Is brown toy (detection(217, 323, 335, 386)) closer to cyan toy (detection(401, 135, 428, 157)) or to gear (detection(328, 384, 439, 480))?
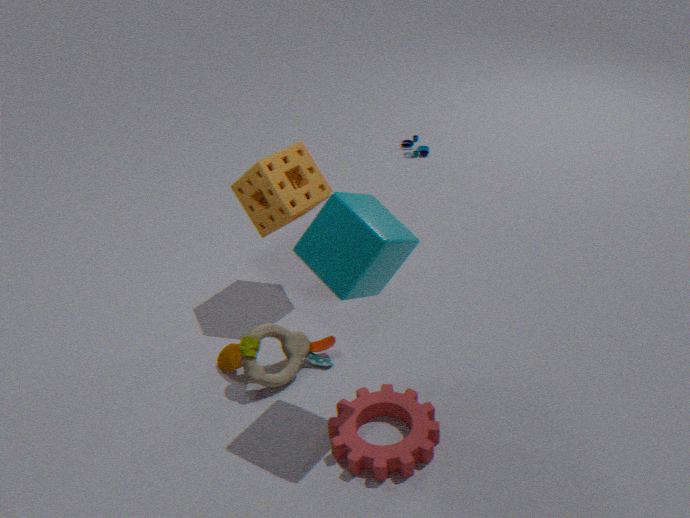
gear (detection(328, 384, 439, 480))
